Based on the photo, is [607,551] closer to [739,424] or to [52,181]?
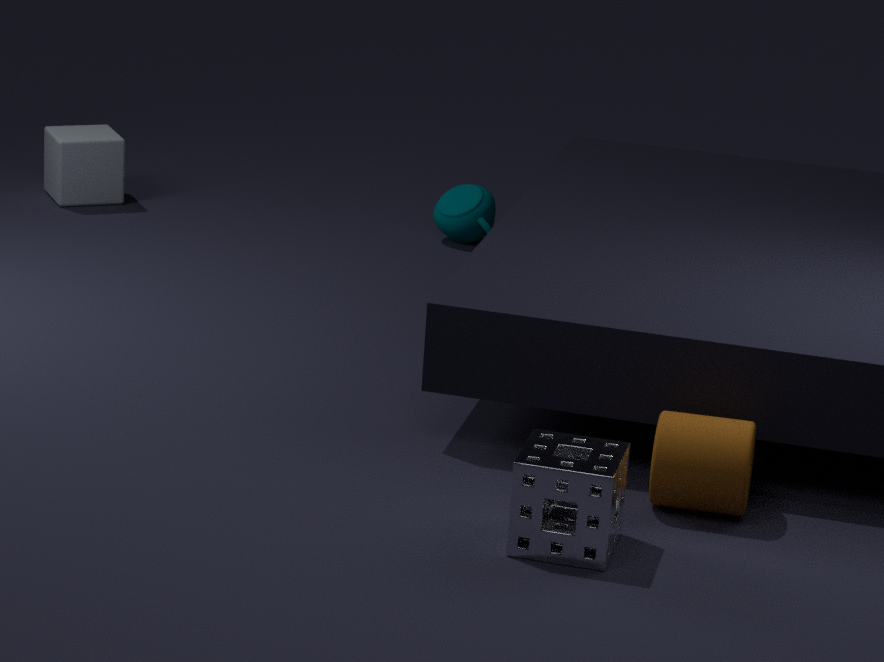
[739,424]
